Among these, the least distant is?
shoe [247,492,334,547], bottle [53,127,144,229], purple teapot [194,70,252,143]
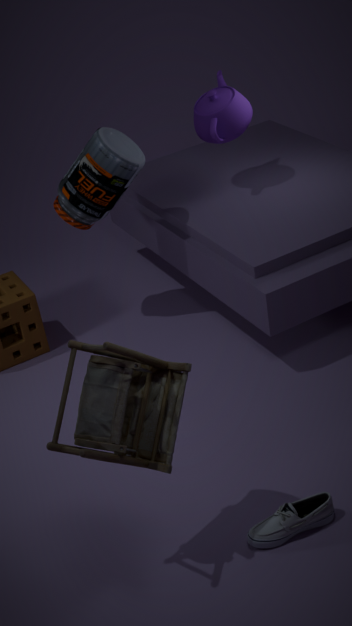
shoe [247,492,334,547]
